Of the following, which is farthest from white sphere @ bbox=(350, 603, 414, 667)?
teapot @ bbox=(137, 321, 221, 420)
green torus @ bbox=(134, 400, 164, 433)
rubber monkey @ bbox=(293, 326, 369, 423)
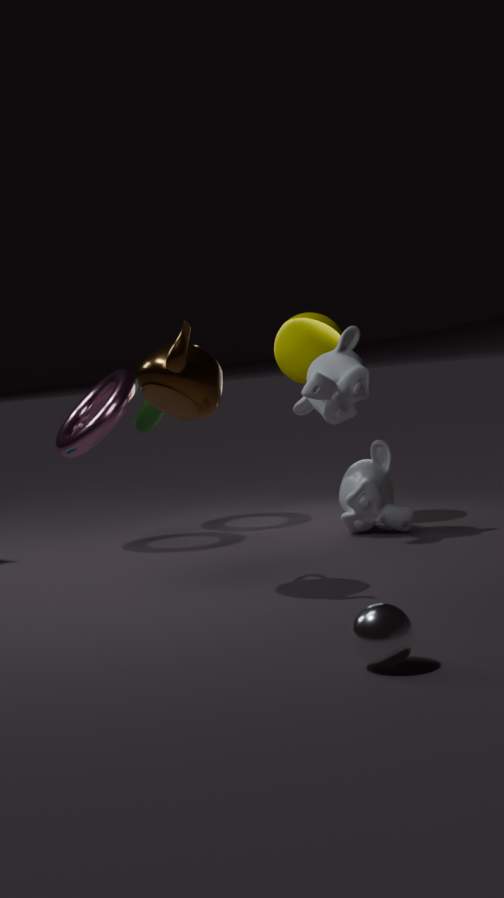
green torus @ bbox=(134, 400, 164, 433)
